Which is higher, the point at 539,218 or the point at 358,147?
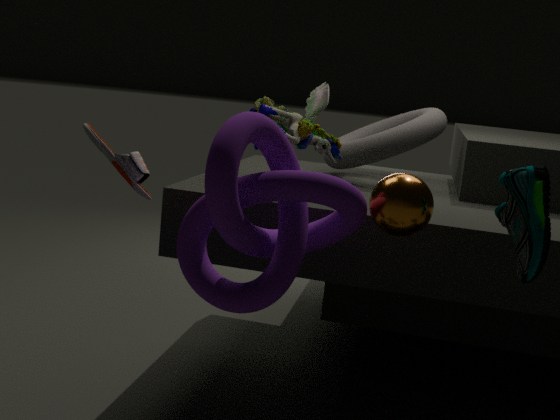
the point at 358,147
